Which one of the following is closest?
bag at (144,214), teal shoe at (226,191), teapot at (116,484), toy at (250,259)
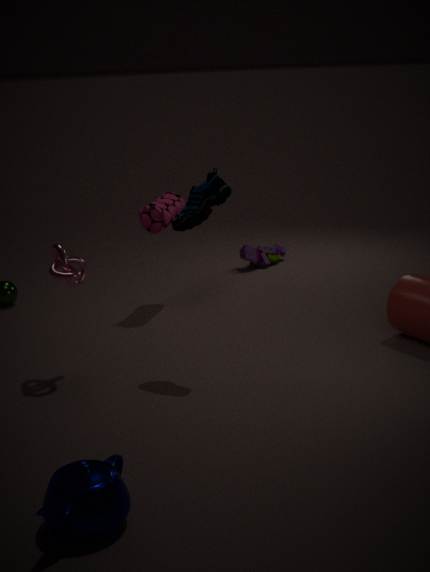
teapot at (116,484)
